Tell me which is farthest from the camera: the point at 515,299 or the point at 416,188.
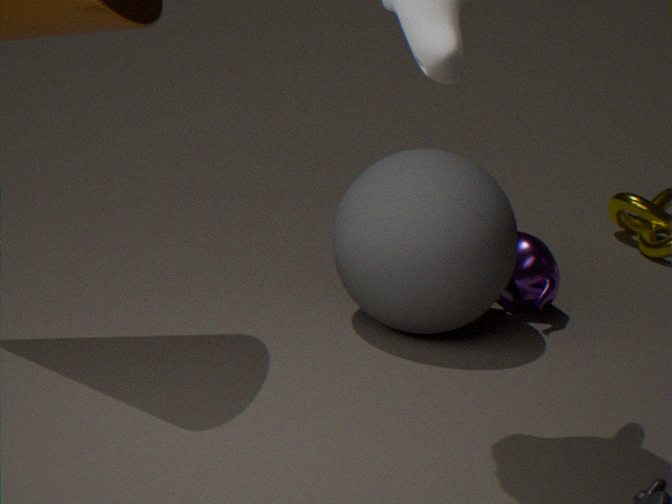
the point at 515,299
